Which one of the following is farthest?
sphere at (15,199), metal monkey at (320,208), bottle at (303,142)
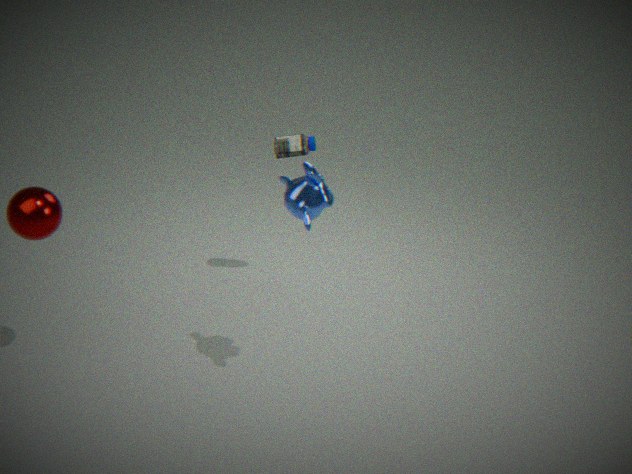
bottle at (303,142)
